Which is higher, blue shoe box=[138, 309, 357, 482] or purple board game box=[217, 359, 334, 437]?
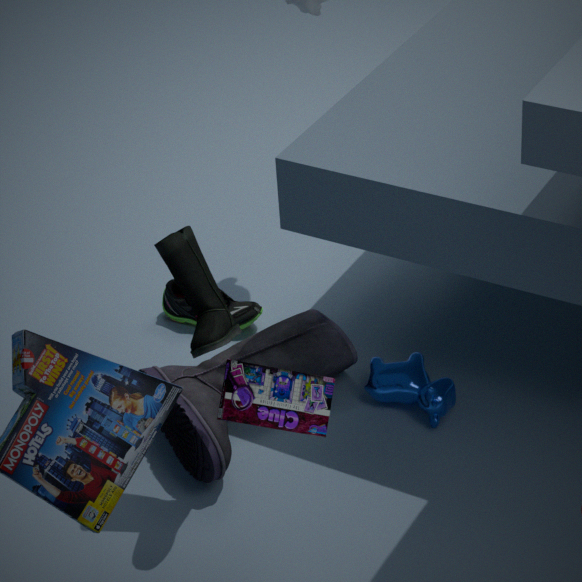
purple board game box=[217, 359, 334, 437]
